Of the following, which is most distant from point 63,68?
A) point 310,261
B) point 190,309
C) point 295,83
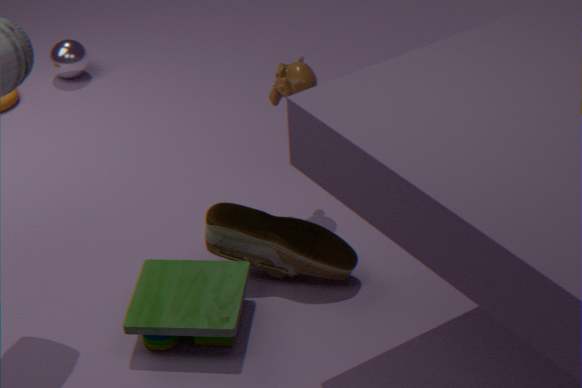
point 190,309
